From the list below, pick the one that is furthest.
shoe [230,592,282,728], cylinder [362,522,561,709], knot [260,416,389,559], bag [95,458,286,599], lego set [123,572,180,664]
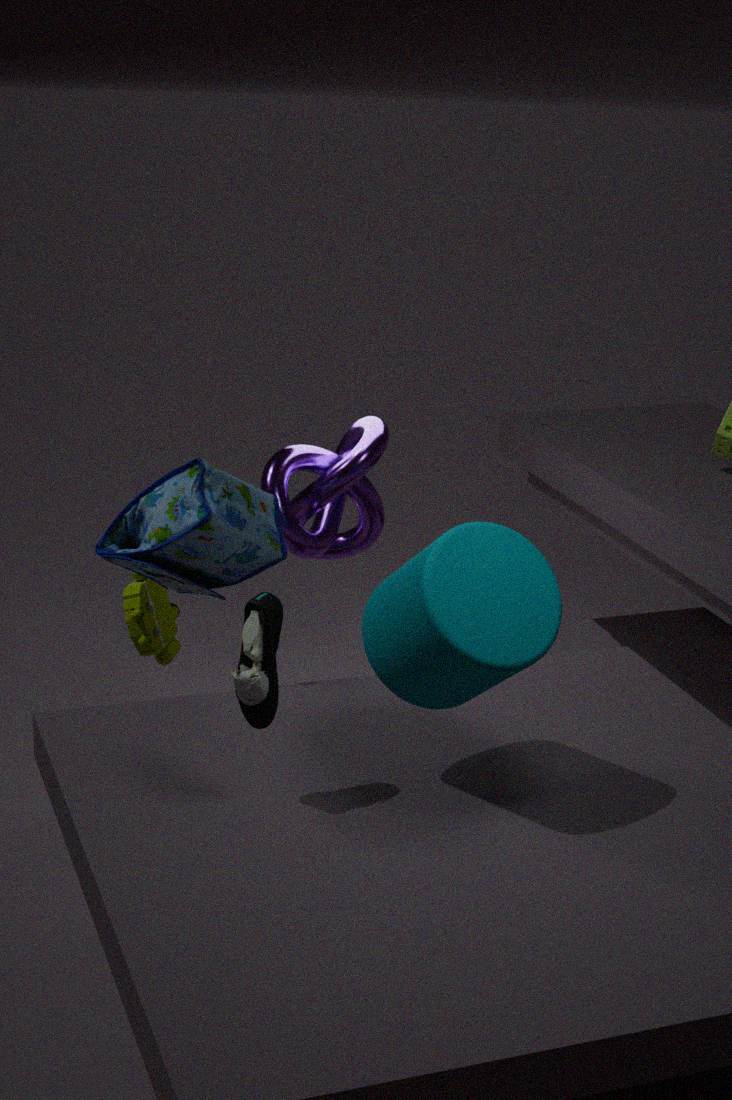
lego set [123,572,180,664]
